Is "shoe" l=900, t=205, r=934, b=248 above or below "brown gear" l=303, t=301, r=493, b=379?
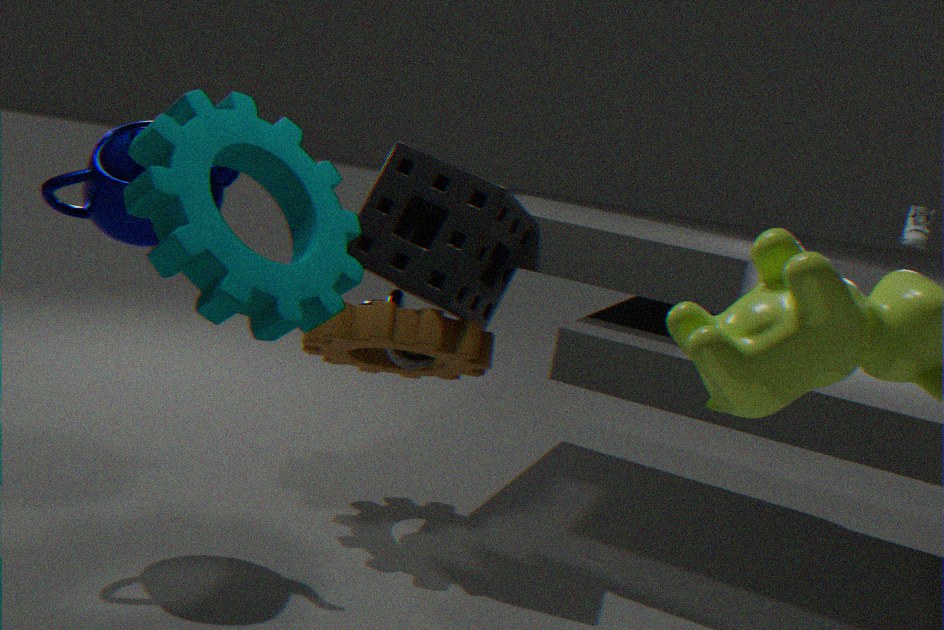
above
